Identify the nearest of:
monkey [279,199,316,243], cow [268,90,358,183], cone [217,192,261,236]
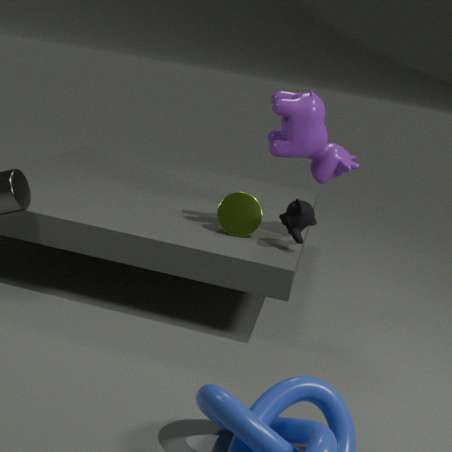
cow [268,90,358,183]
